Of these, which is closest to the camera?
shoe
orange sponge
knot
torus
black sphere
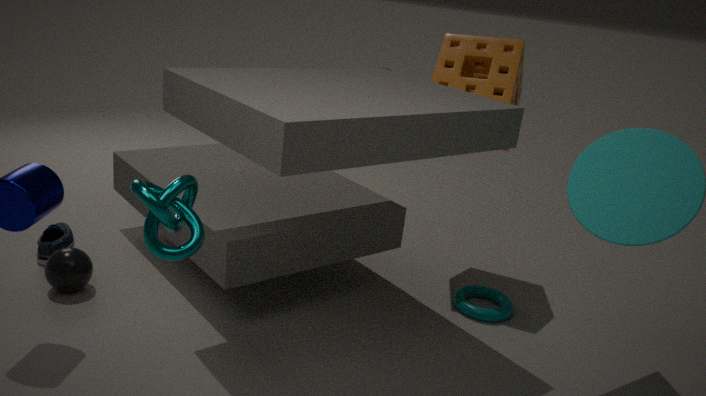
knot
